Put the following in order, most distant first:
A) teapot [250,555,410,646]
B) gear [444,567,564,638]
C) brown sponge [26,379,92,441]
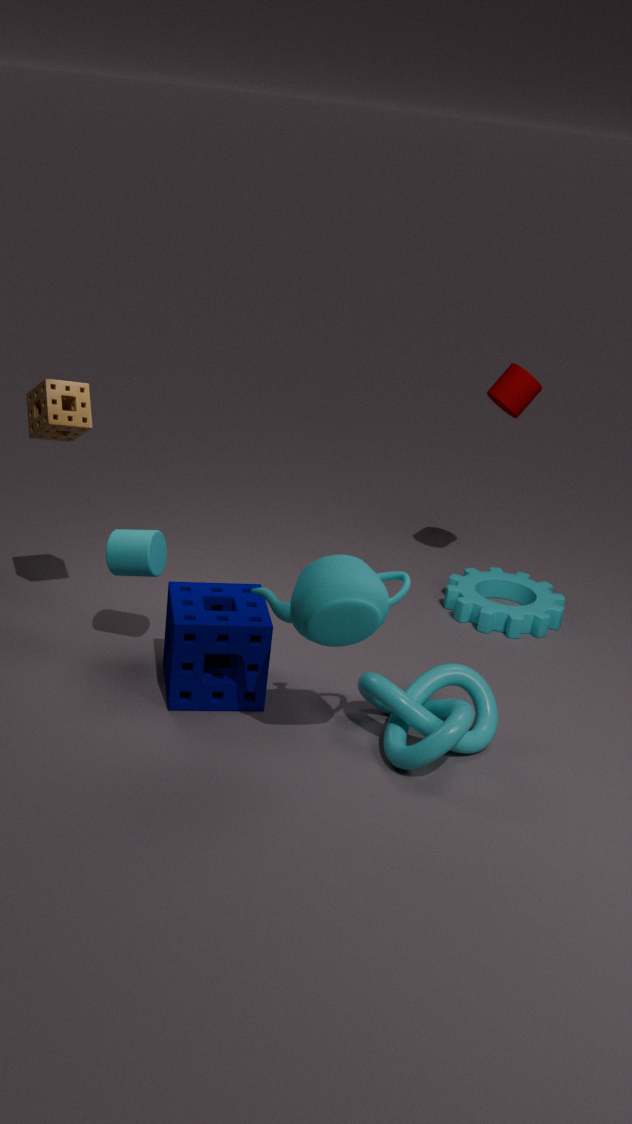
gear [444,567,564,638], brown sponge [26,379,92,441], teapot [250,555,410,646]
